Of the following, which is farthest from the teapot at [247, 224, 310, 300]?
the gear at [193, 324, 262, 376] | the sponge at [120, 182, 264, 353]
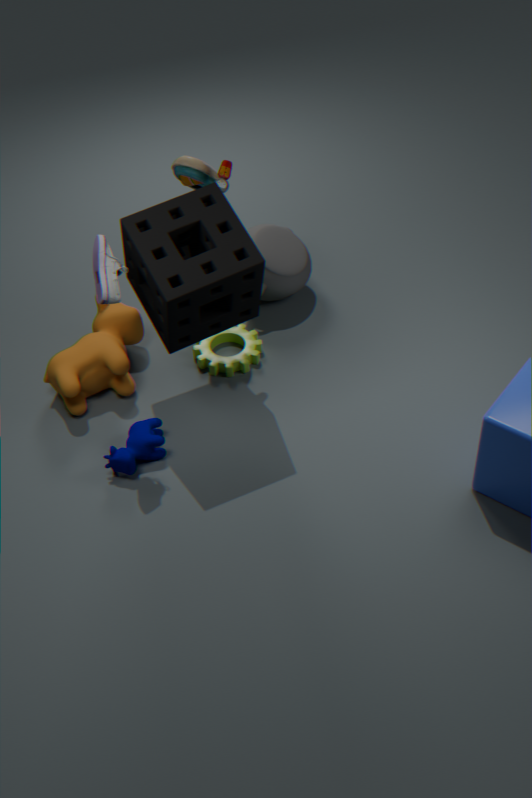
the sponge at [120, 182, 264, 353]
